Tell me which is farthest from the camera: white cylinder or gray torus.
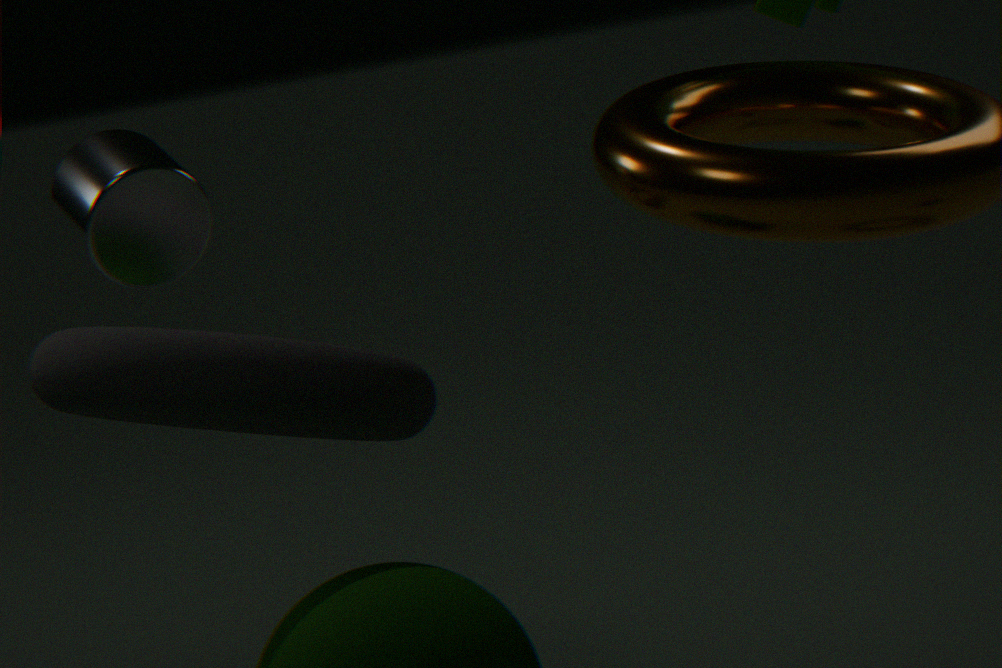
white cylinder
